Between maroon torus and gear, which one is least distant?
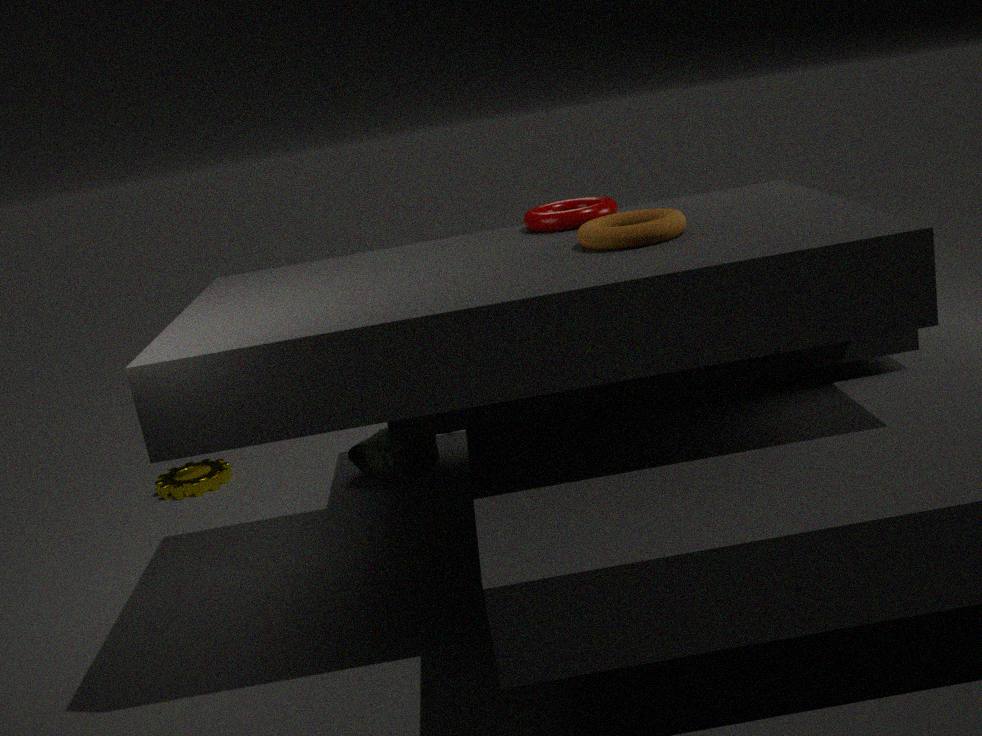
maroon torus
